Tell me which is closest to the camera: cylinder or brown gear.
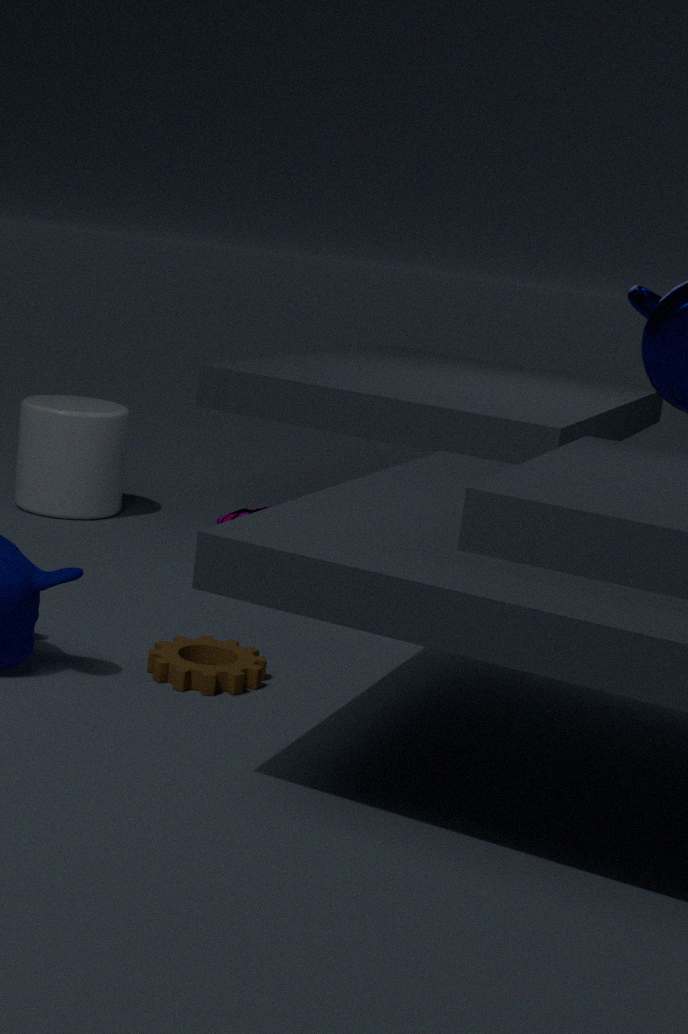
brown gear
